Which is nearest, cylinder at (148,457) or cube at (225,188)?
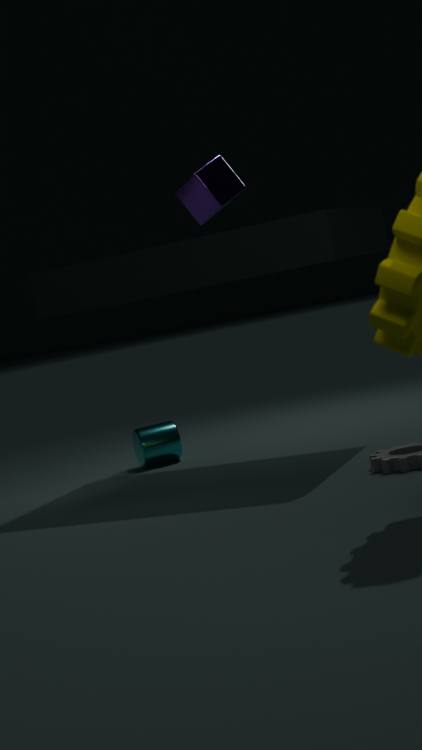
cube at (225,188)
